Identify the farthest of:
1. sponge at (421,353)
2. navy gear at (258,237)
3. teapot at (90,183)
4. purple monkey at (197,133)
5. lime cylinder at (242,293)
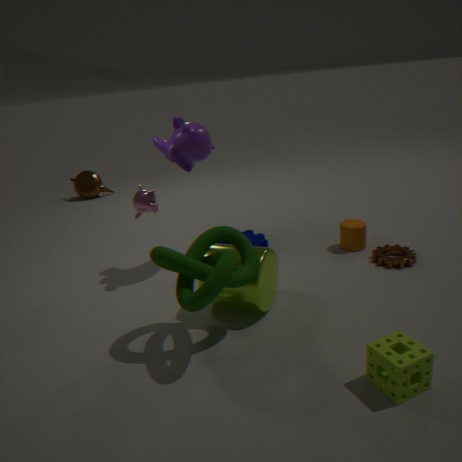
teapot at (90,183)
